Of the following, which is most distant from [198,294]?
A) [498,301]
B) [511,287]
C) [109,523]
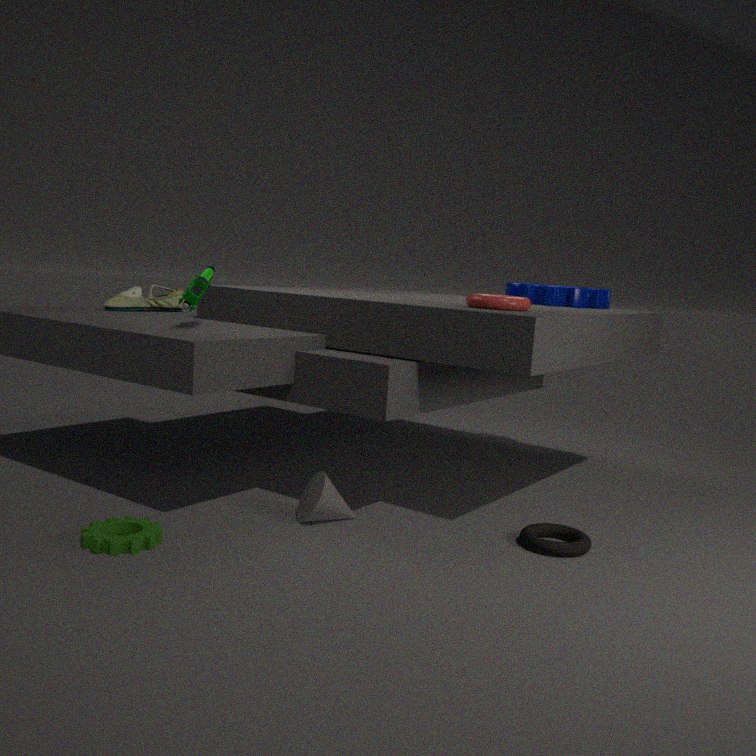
[511,287]
